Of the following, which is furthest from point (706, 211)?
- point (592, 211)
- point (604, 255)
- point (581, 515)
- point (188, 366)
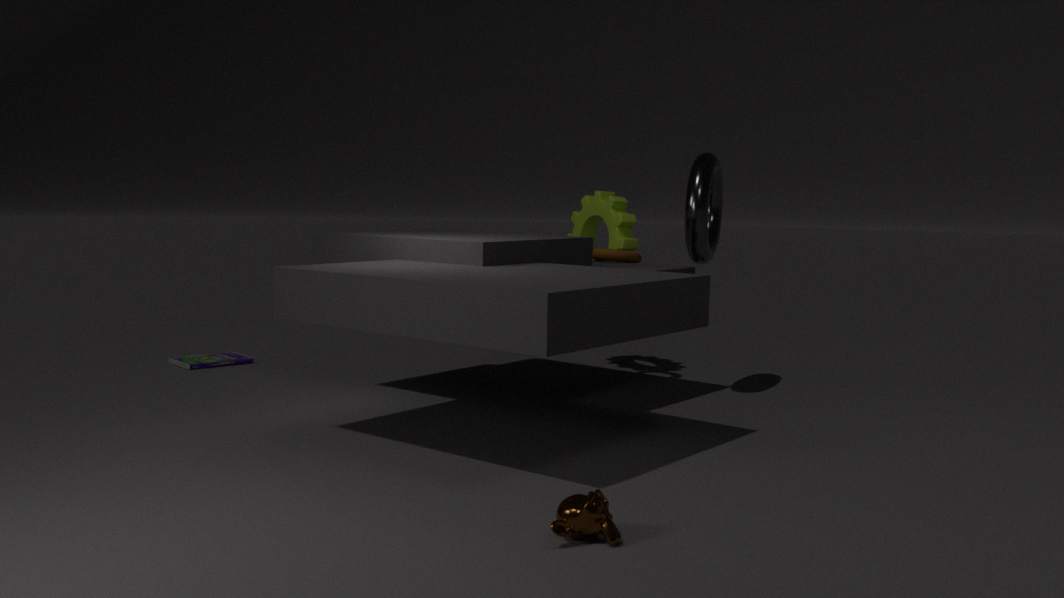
point (188, 366)
